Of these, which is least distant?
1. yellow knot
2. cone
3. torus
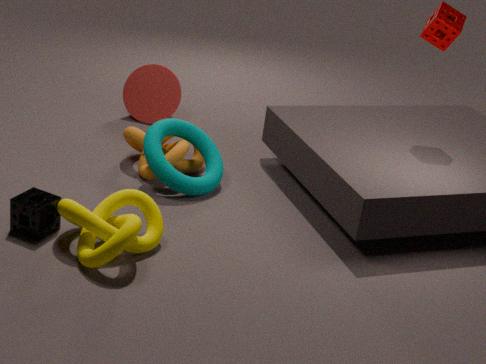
yellow knot
